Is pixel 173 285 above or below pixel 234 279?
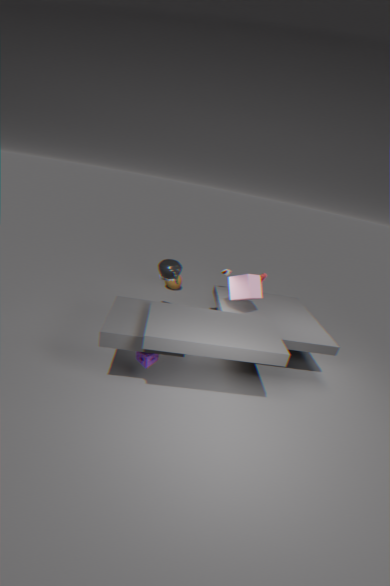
below
